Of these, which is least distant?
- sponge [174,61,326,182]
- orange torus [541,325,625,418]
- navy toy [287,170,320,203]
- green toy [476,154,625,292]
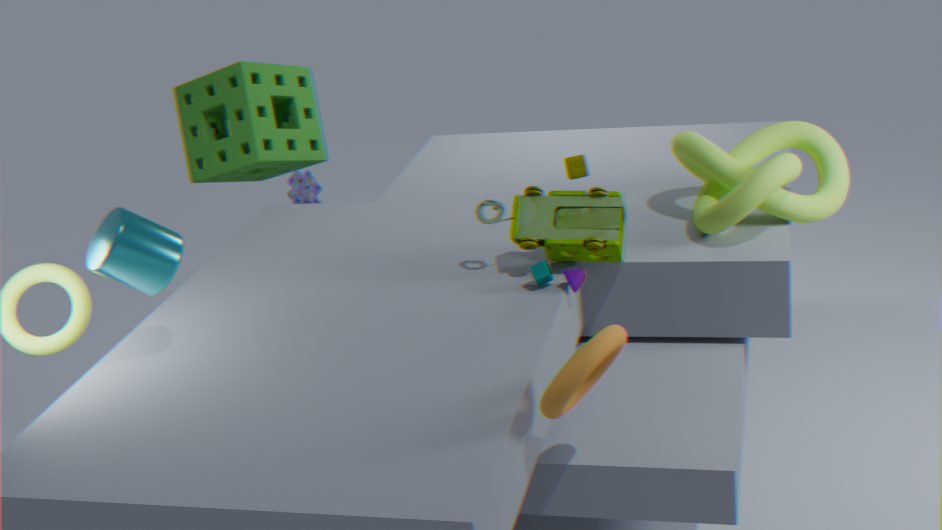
orange torus [541,325,625,418]
